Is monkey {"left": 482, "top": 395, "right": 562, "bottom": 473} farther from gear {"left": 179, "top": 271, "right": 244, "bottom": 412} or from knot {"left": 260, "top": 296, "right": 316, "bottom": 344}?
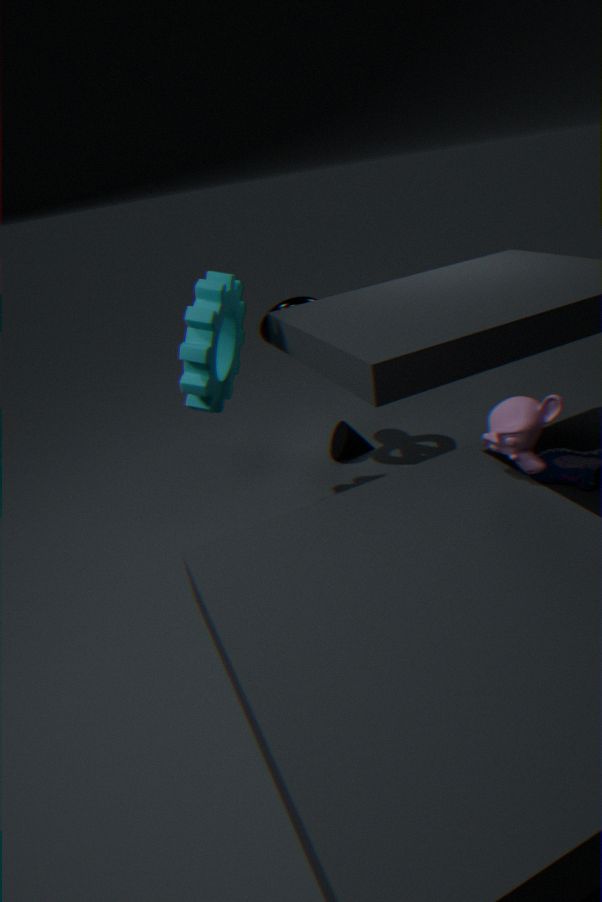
knot {"left": 260, "top": 296, "right": 316, "bottom": 344}
